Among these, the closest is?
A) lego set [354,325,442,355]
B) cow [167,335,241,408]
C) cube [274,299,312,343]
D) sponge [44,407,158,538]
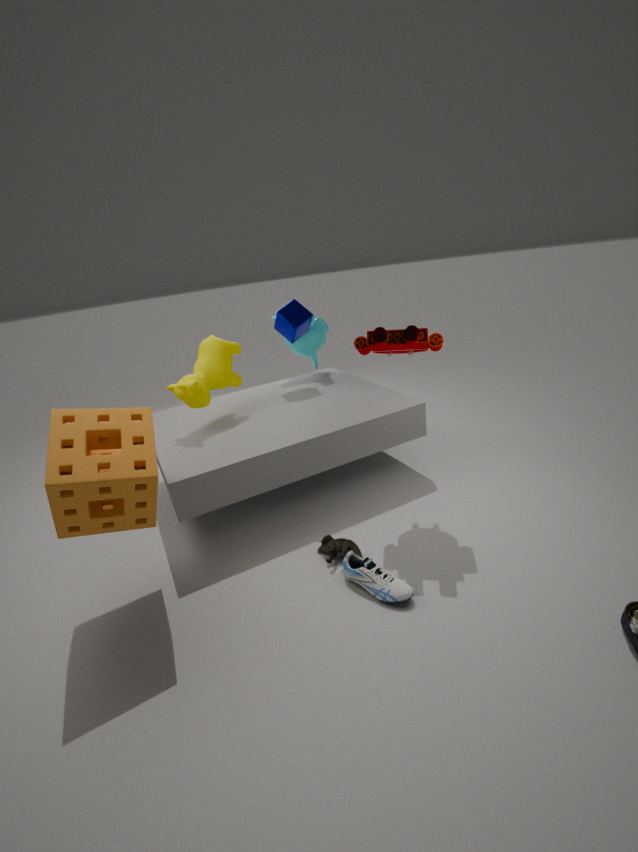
sponge [44,407,158,538]
